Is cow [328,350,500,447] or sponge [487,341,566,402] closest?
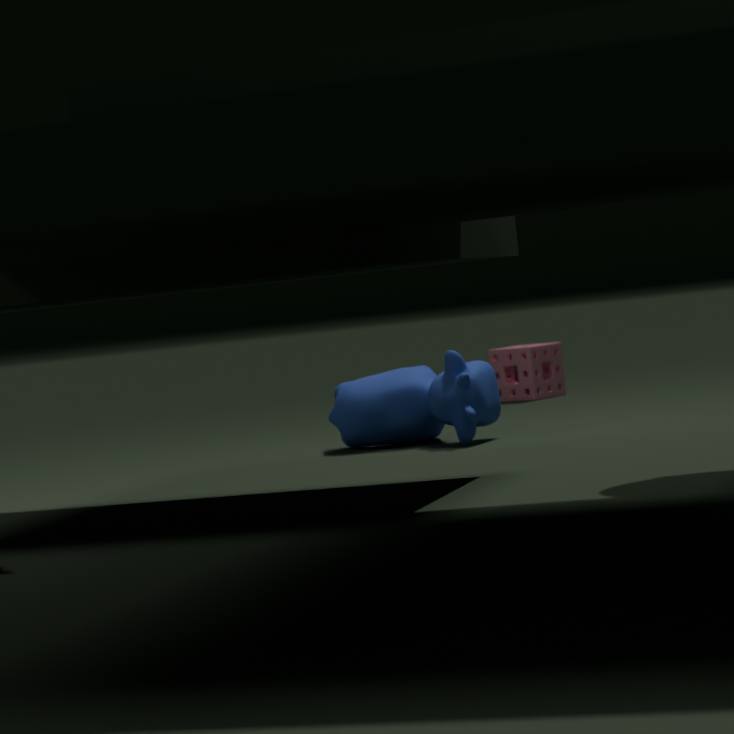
cow [328,350,500,447]
